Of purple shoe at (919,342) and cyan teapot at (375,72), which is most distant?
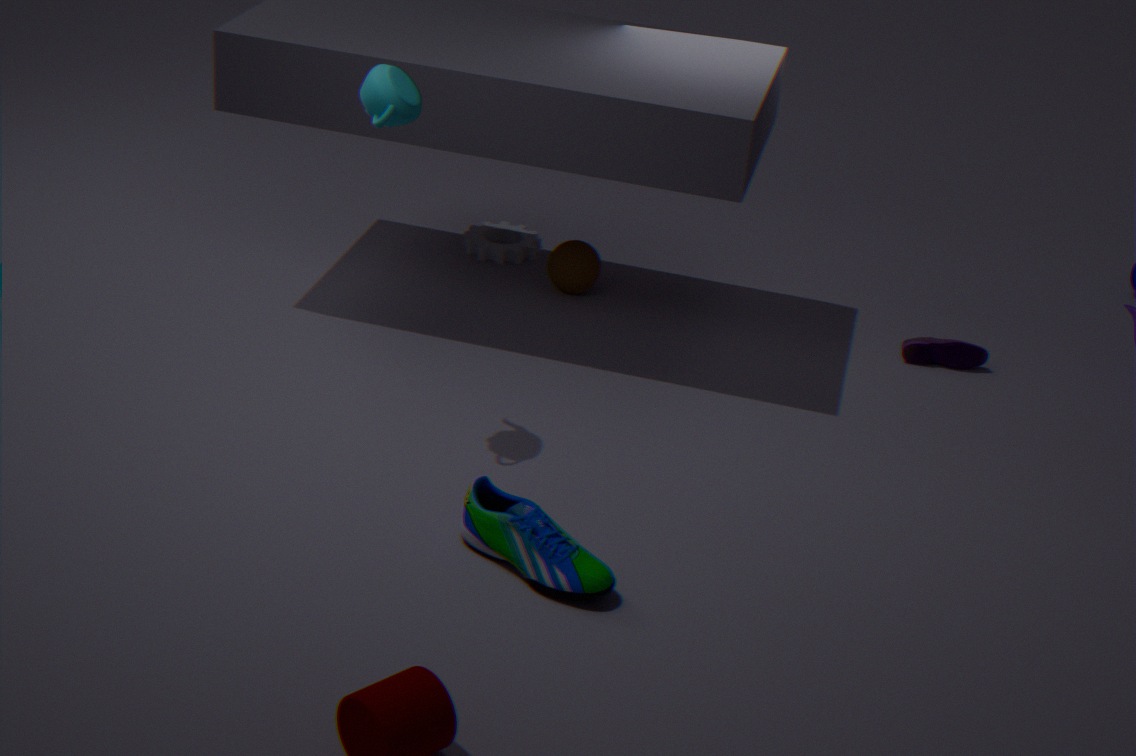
purple shoe at (919,342)
